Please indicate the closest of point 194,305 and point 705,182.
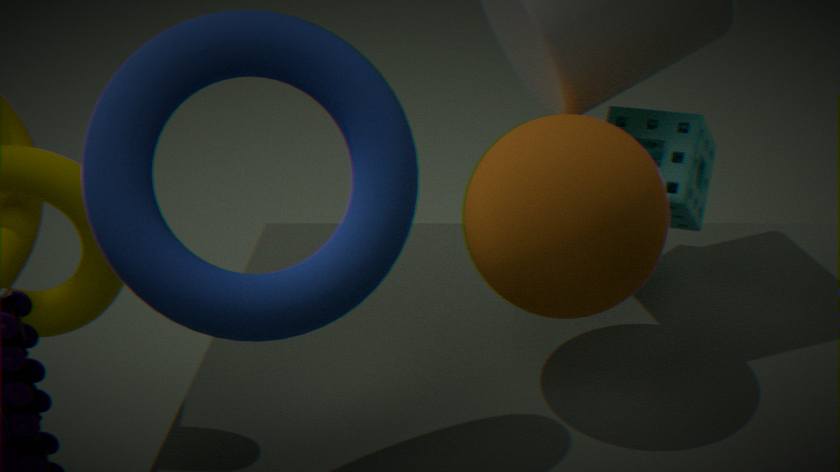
point 194,305
